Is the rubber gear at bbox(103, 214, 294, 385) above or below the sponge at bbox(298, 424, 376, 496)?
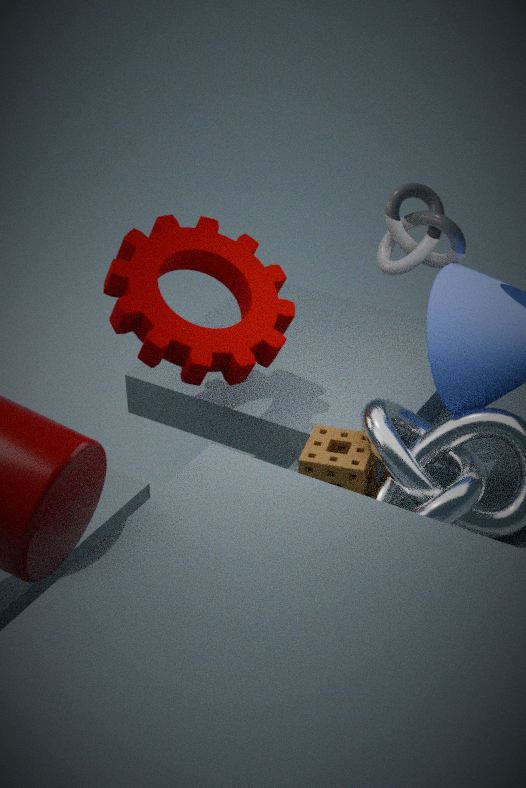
above
